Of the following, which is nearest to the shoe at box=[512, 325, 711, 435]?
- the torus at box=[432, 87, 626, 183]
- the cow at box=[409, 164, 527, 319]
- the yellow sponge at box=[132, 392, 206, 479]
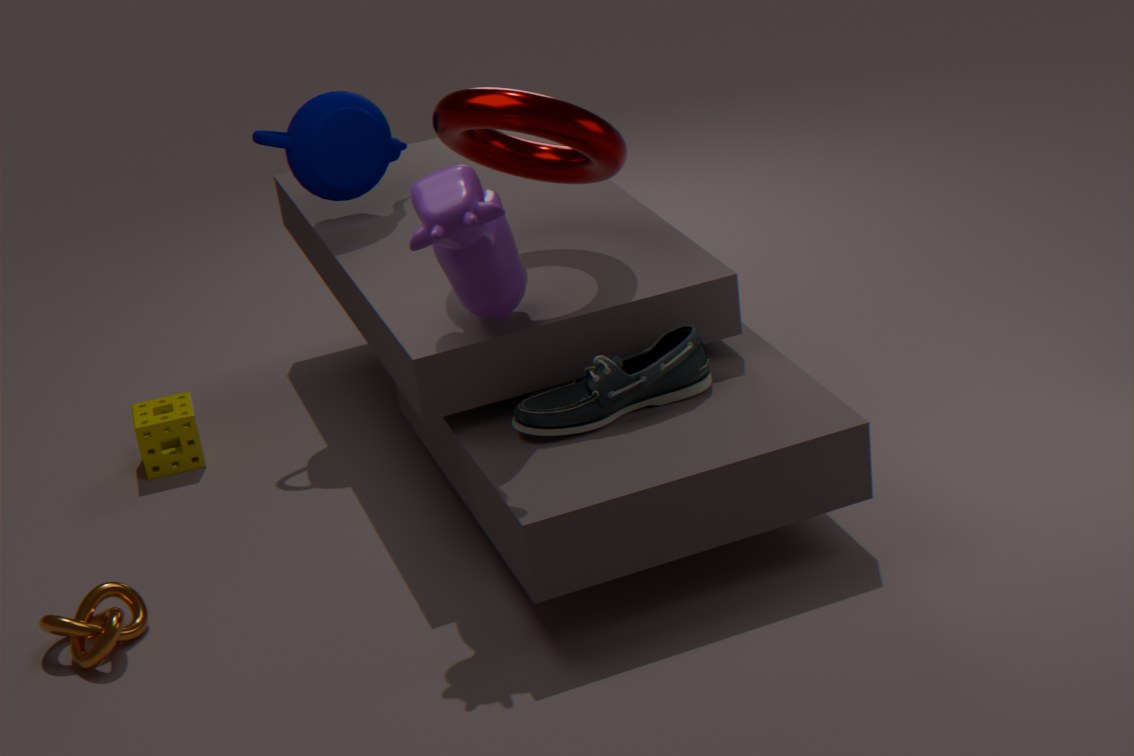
the cow at box=[409, 164, 527, 319]
